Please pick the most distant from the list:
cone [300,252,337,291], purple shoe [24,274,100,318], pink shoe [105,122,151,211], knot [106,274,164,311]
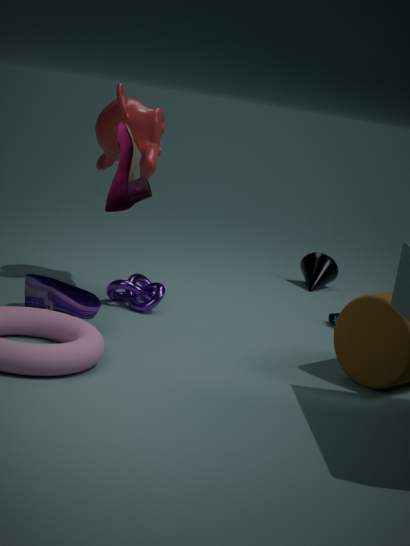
cone [300,252,337,291]
